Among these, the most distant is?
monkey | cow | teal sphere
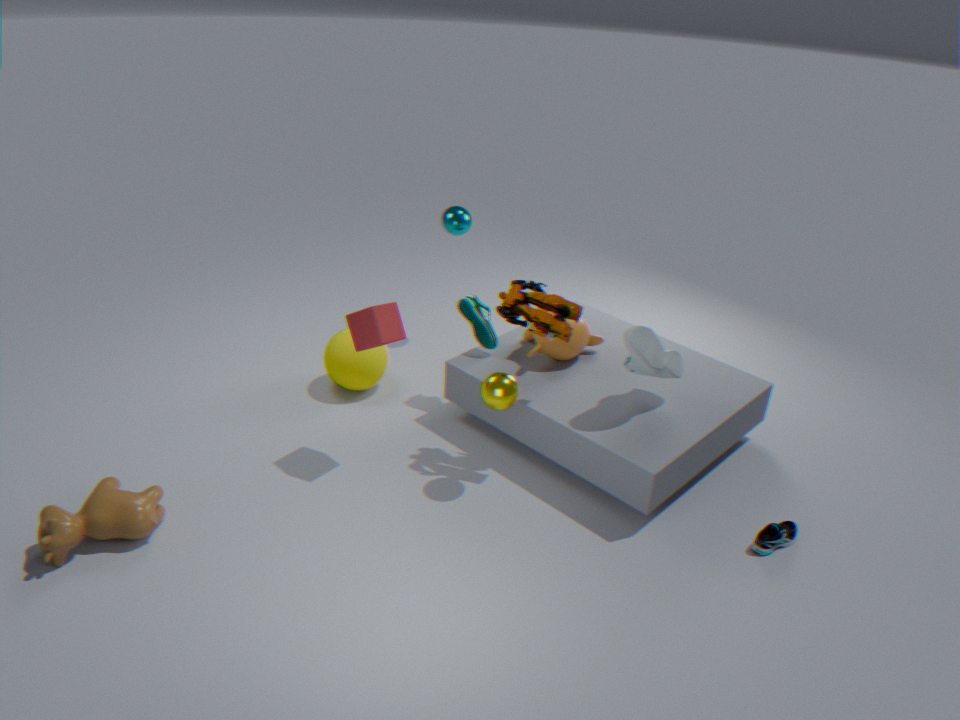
teal sphere
